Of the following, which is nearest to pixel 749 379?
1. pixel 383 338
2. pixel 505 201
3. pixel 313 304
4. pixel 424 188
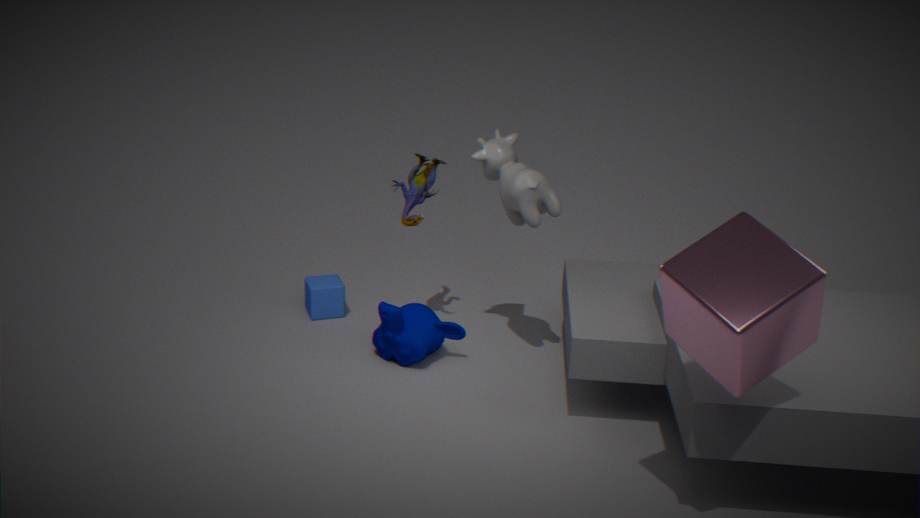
pixel 505 201
